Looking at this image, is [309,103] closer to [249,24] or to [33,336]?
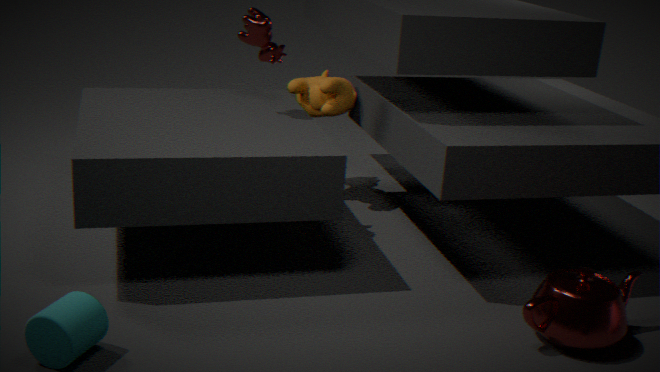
[249,24]
